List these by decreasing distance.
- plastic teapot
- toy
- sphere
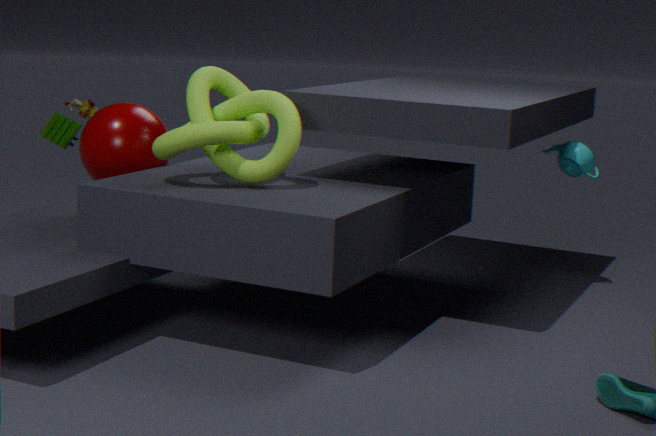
1. plastic teapot
2. toy
3. sphere
